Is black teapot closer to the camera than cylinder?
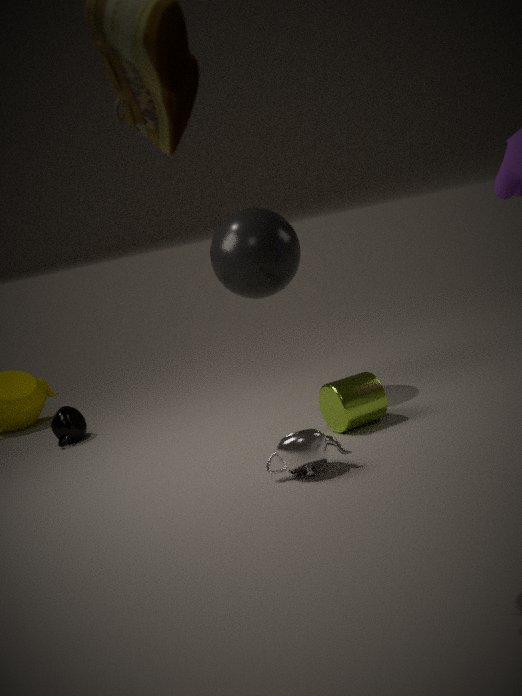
No
